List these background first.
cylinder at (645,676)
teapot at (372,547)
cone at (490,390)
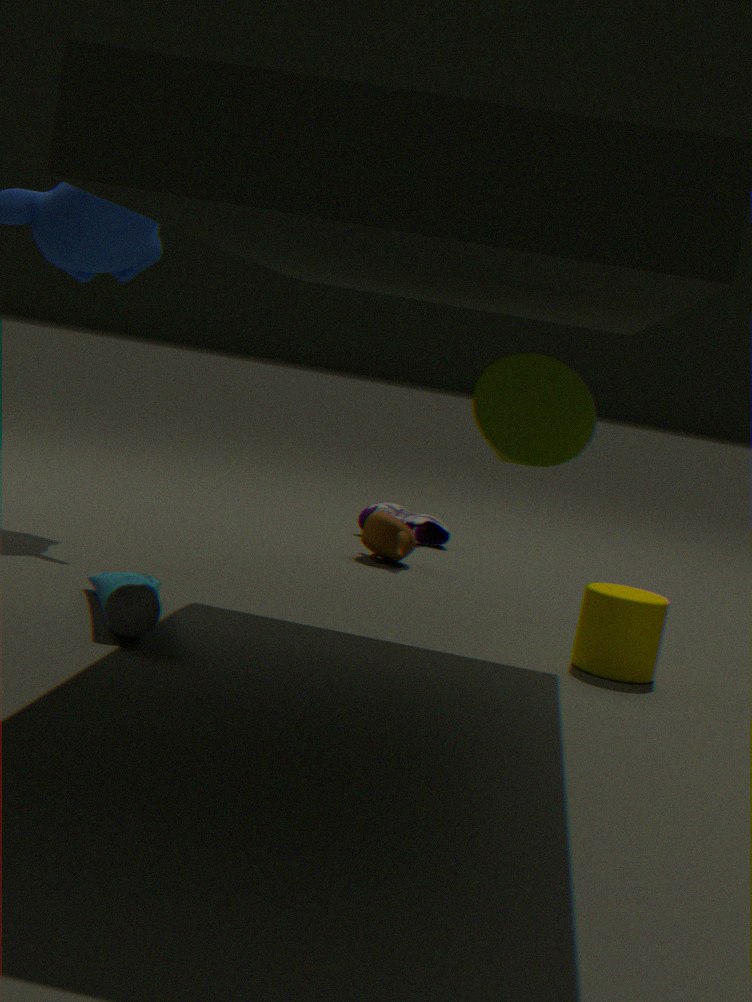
teapot at (372,547), cylinder at (645,676), cone at (490,390)
